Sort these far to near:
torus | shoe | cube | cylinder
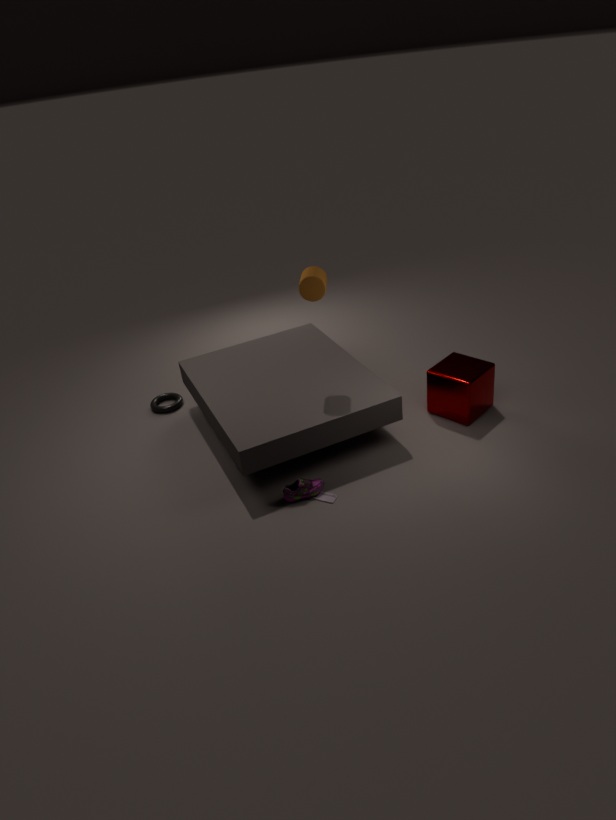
torus < cube < cylinder < shoe
